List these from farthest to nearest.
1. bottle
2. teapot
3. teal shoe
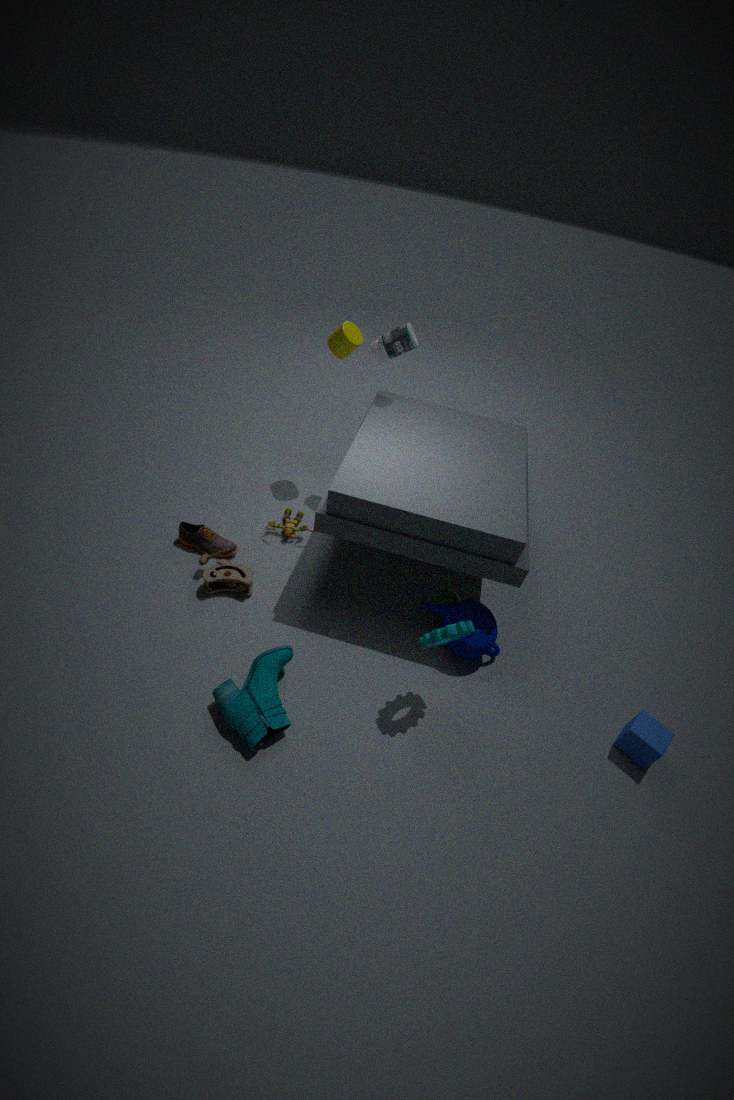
bottle → teapot → teal shoe
